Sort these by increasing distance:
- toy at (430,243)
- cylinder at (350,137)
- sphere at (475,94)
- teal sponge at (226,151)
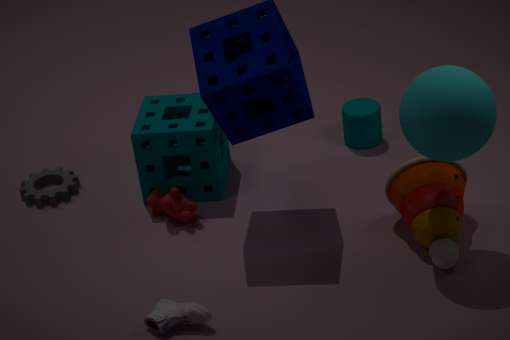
sphere at (475,94) < toy at (430,243) < teal sponge at (226,151) < cylinder at (350,137)
